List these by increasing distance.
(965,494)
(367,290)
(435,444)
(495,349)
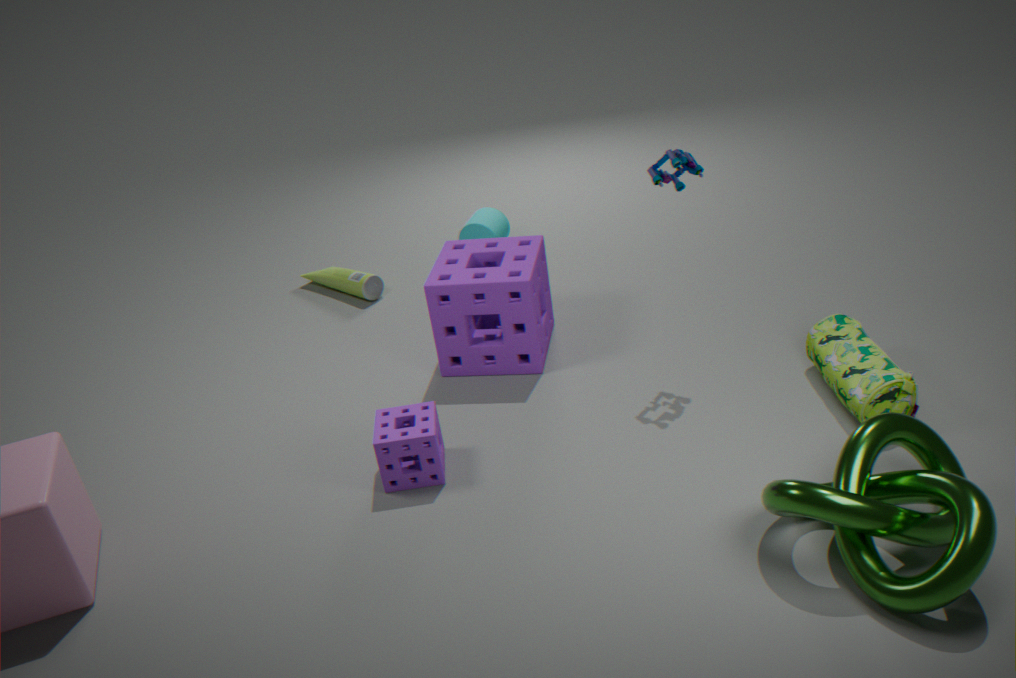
(965,494) < (435,444) < (495,349) < (367,290)
